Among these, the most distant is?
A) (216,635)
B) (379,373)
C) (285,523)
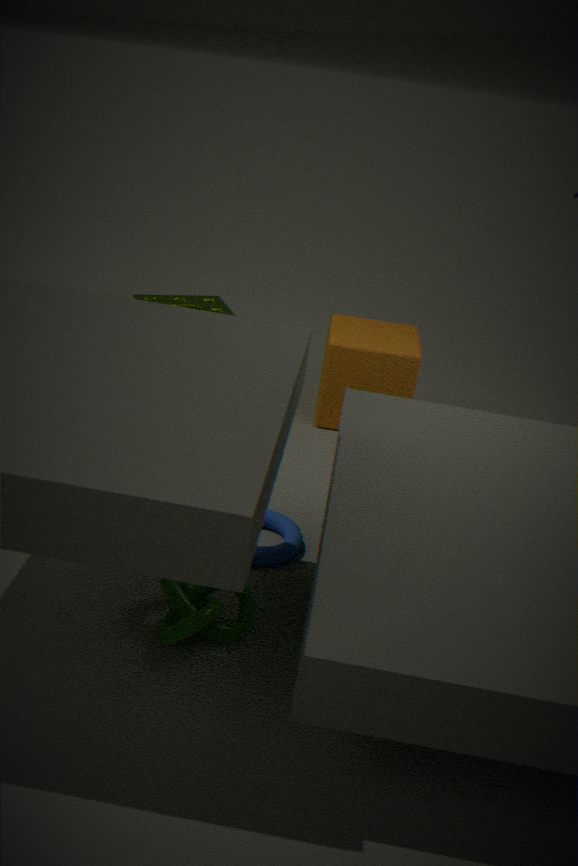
(379,373)
